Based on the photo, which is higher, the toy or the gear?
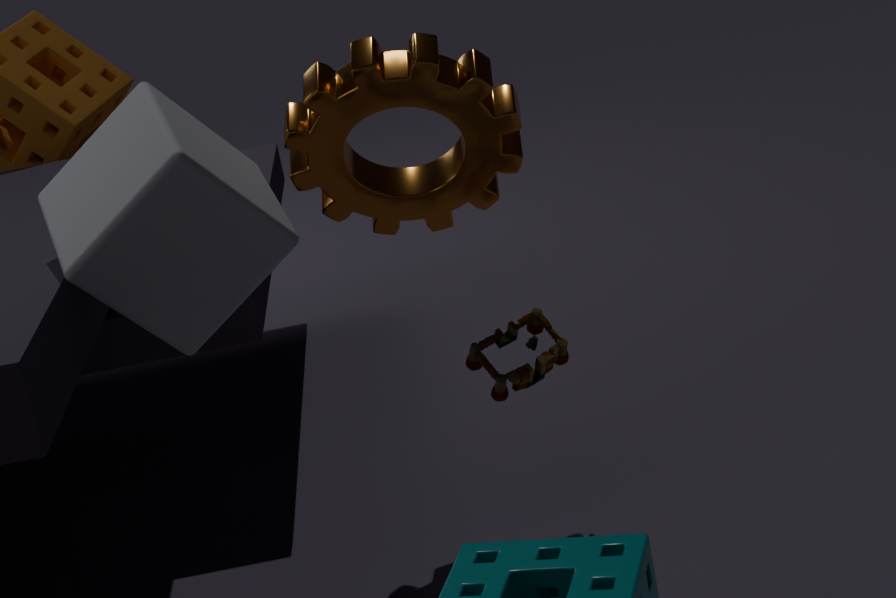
the gear
